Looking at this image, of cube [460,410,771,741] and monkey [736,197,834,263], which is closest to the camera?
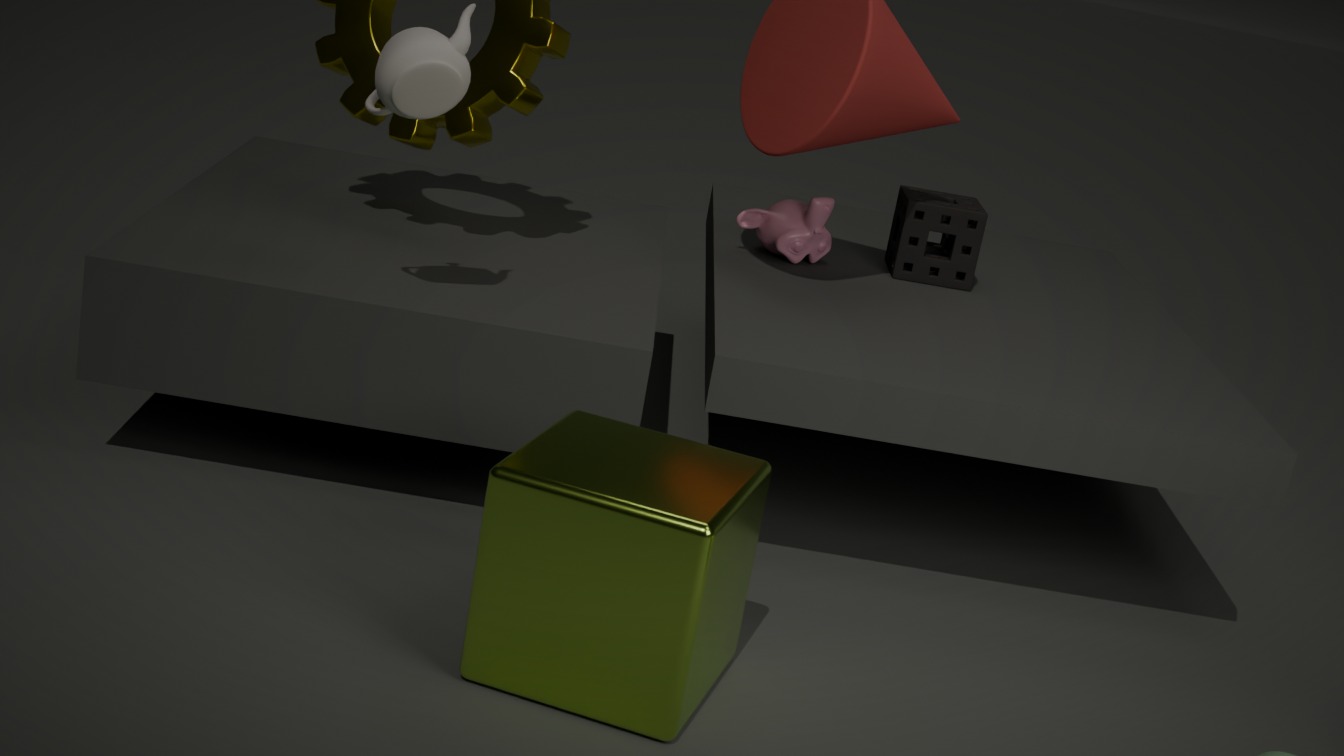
cube [460,410,771,741]
